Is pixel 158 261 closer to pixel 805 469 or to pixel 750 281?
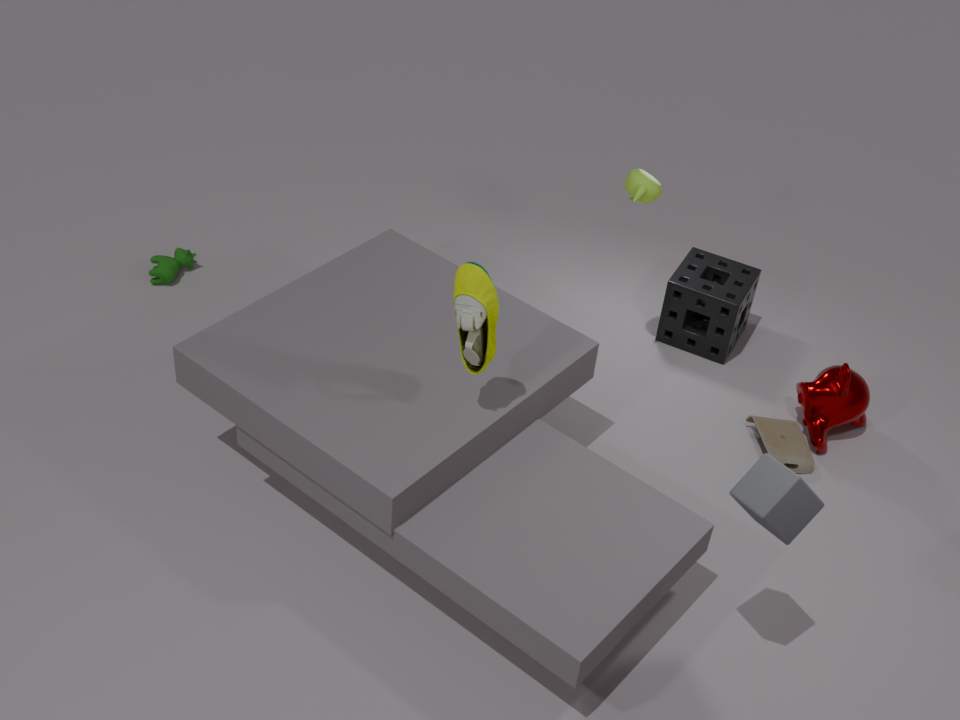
pixel 750 281
